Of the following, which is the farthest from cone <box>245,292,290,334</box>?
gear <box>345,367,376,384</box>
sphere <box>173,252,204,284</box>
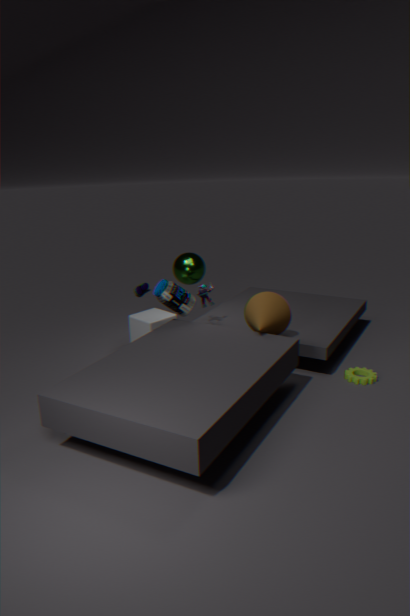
sphere <box>173,252,204,284</box>
